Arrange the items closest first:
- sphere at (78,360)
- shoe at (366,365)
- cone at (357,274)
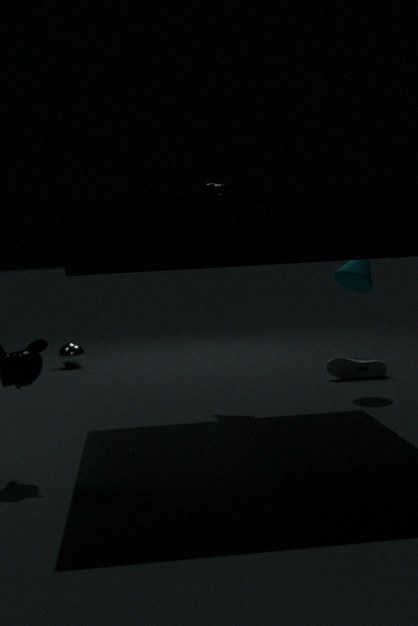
cone at (357,274)
shoe at (366,365)
sphere at (78,360)
